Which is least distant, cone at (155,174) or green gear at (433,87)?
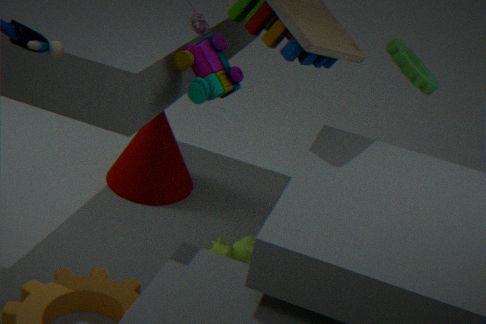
green gear at (433,87)
